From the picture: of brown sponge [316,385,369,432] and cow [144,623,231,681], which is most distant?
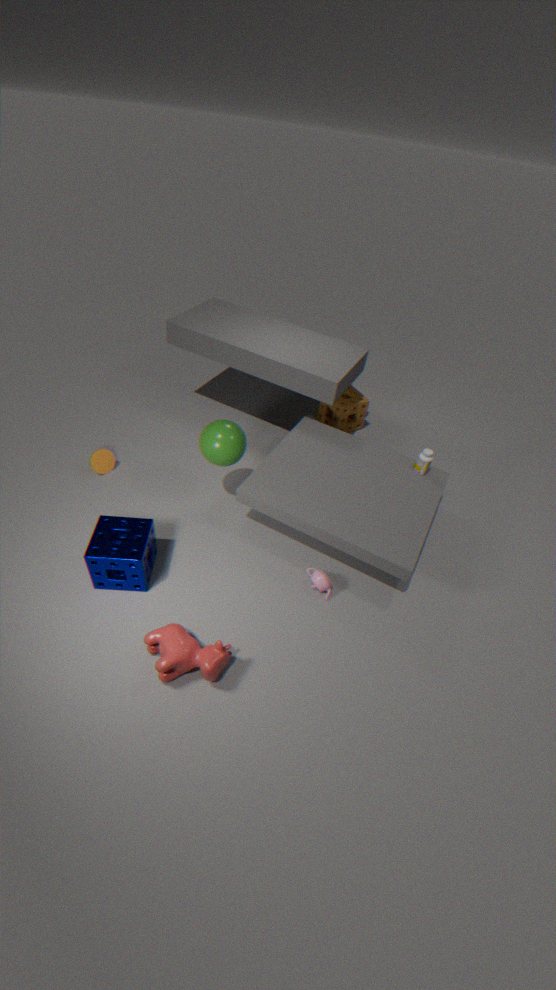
brown sponge [316,385,369,432]
